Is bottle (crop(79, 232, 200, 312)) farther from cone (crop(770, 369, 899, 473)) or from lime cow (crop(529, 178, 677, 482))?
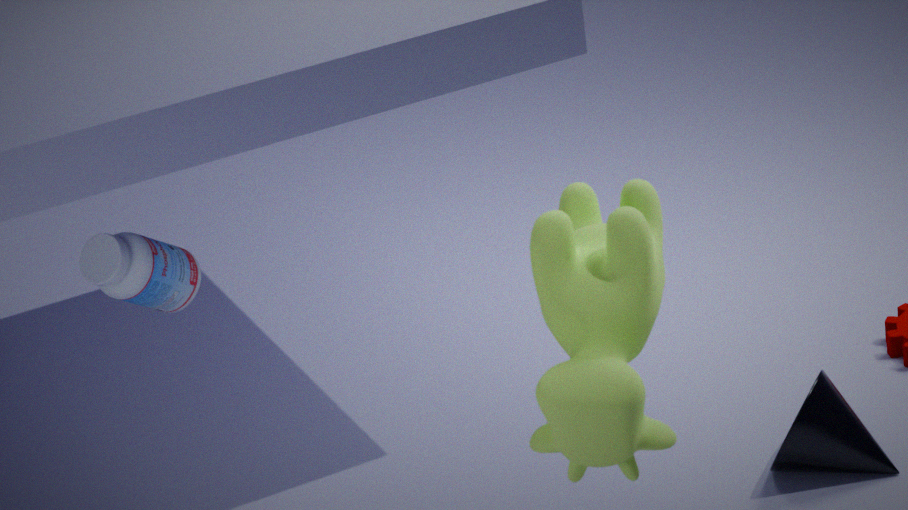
cone (crop(770, 369, 899, 473))
